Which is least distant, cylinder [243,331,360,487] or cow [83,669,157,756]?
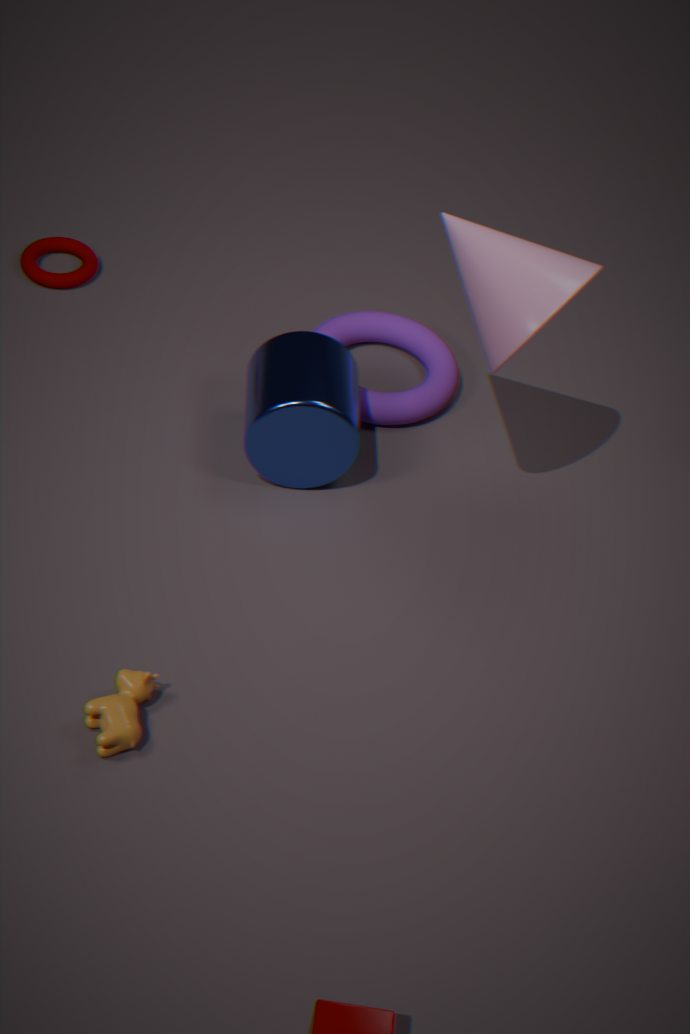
cow [83,669,157,756]
